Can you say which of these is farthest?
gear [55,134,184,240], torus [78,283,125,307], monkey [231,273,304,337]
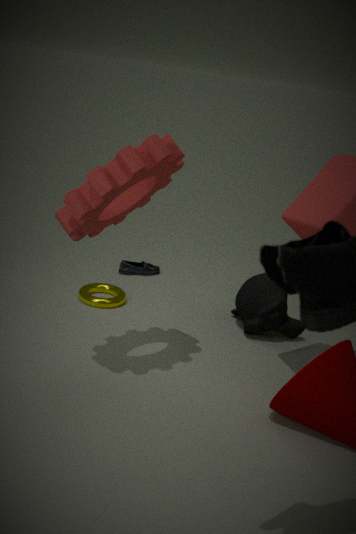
torus [78,283,125,307]
